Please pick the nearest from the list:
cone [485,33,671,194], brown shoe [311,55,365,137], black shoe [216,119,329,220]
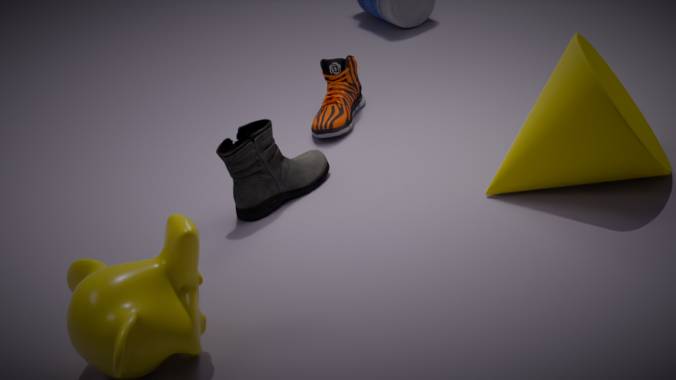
cone [485,33,671,194]
